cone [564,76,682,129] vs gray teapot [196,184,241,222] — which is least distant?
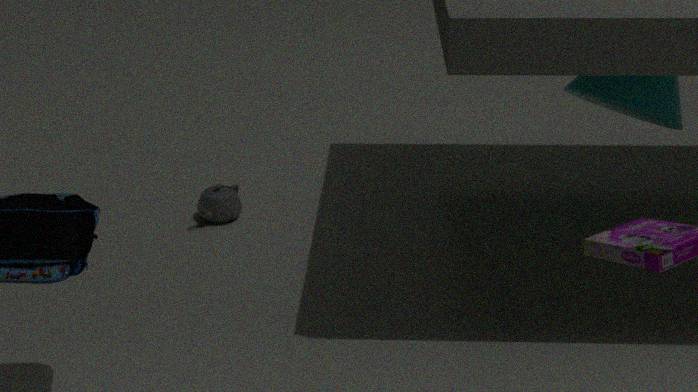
cone [564,76,682,129]
